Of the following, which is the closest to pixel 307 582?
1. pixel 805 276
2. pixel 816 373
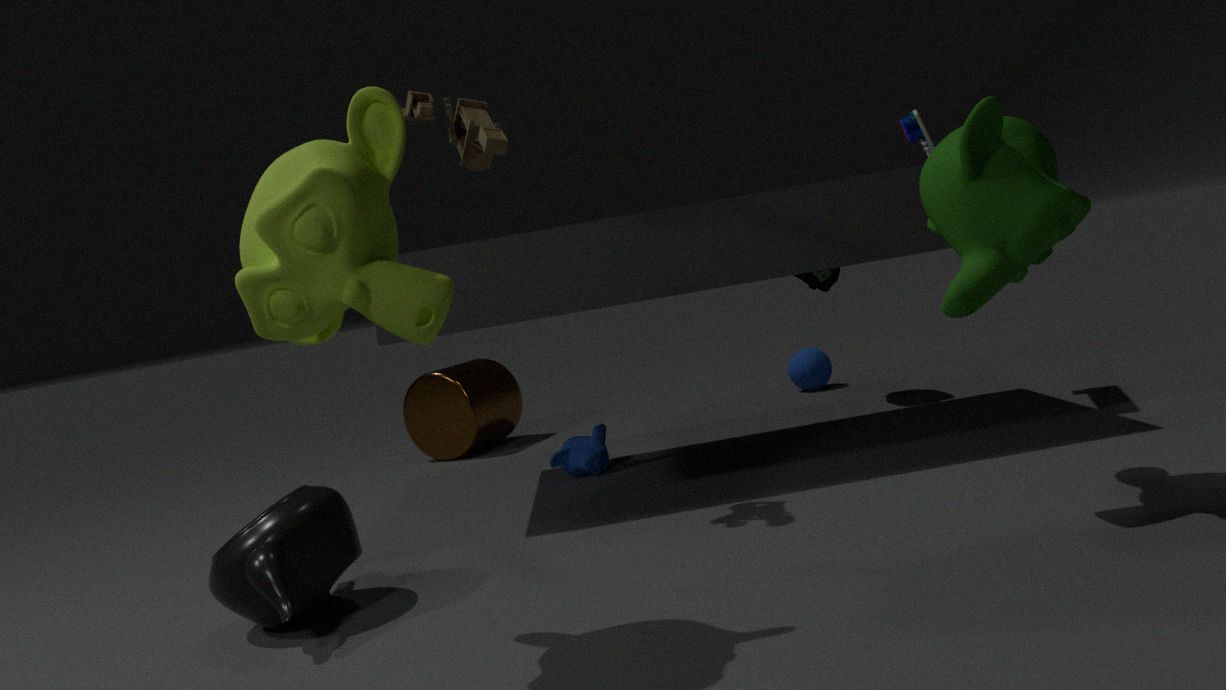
pixel 805 276
